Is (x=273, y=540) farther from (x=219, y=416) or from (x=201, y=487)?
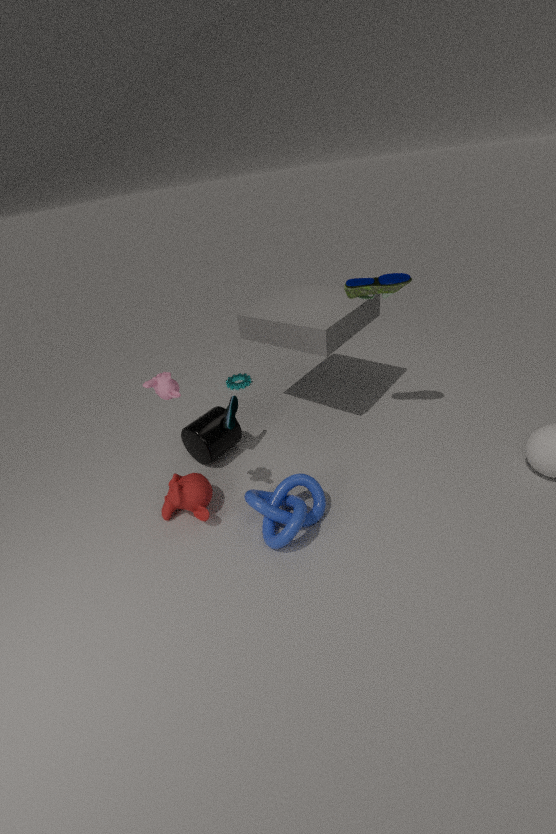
(x=219, y=416)
